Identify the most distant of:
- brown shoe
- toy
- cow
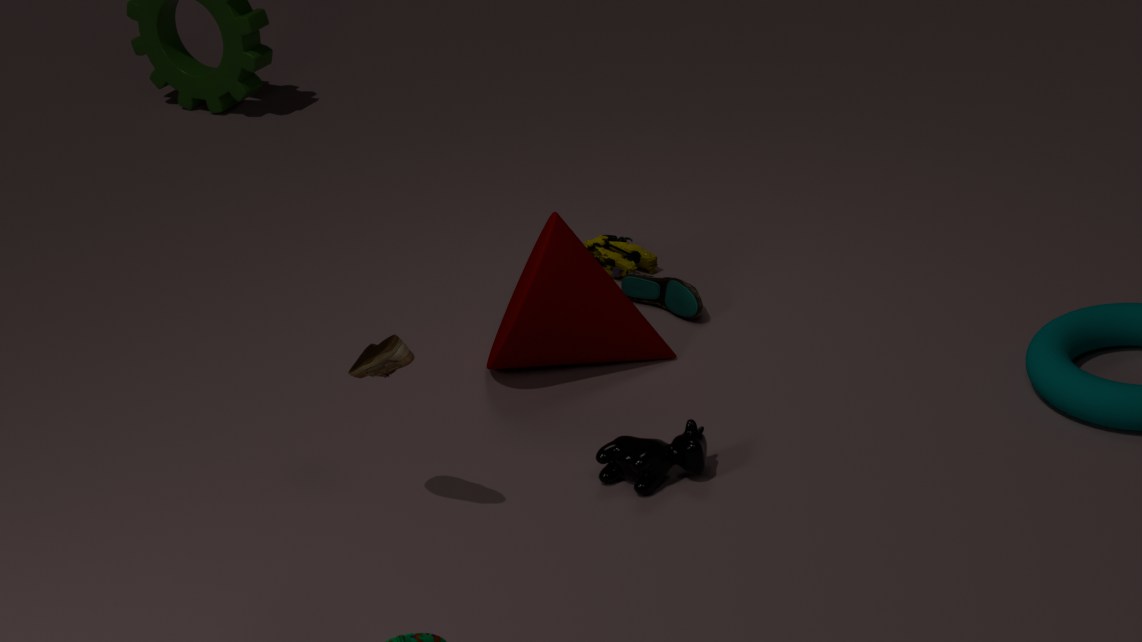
toy
